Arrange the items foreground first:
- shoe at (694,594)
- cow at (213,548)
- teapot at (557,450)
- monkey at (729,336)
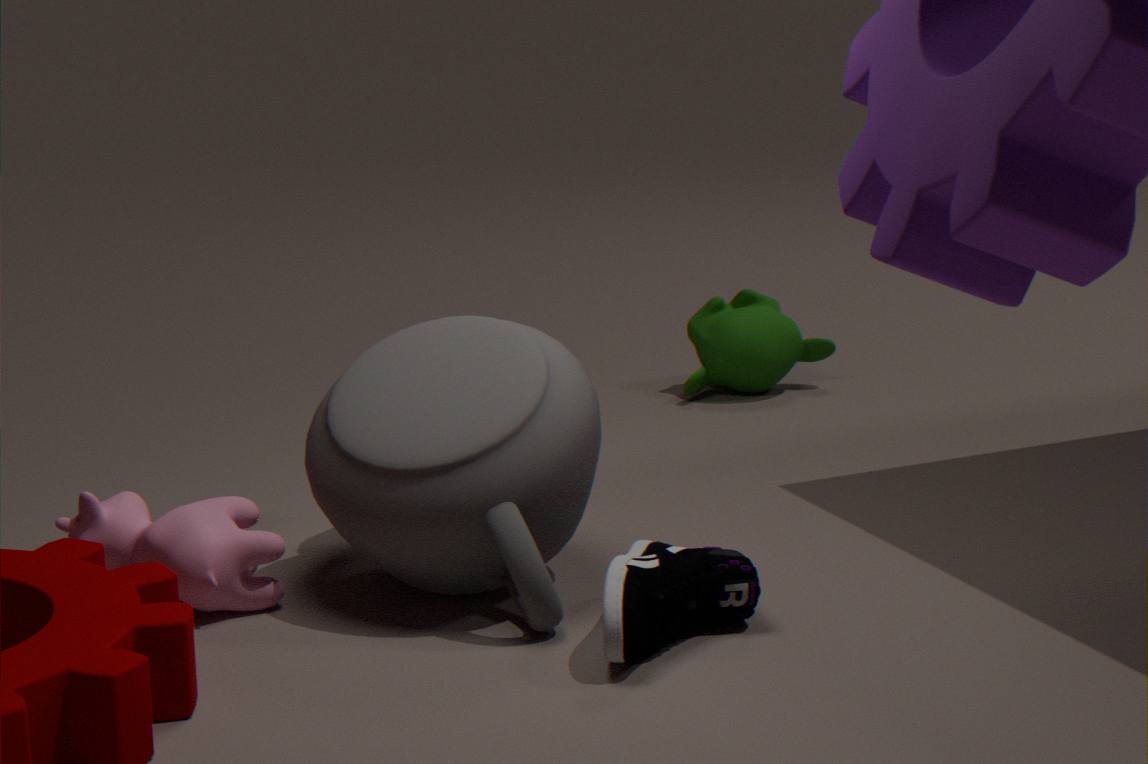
1. shoe at (694,594)
2. teapot at (557,450)
3. cow at (213,548)
4. monkey at (729,336)
